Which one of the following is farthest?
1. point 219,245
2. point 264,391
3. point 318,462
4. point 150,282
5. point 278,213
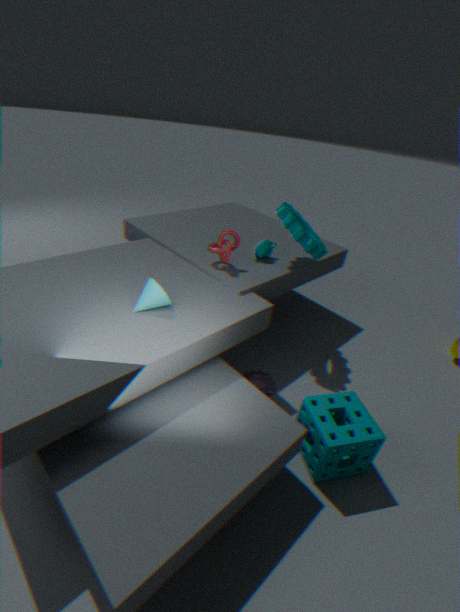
point 219,245
